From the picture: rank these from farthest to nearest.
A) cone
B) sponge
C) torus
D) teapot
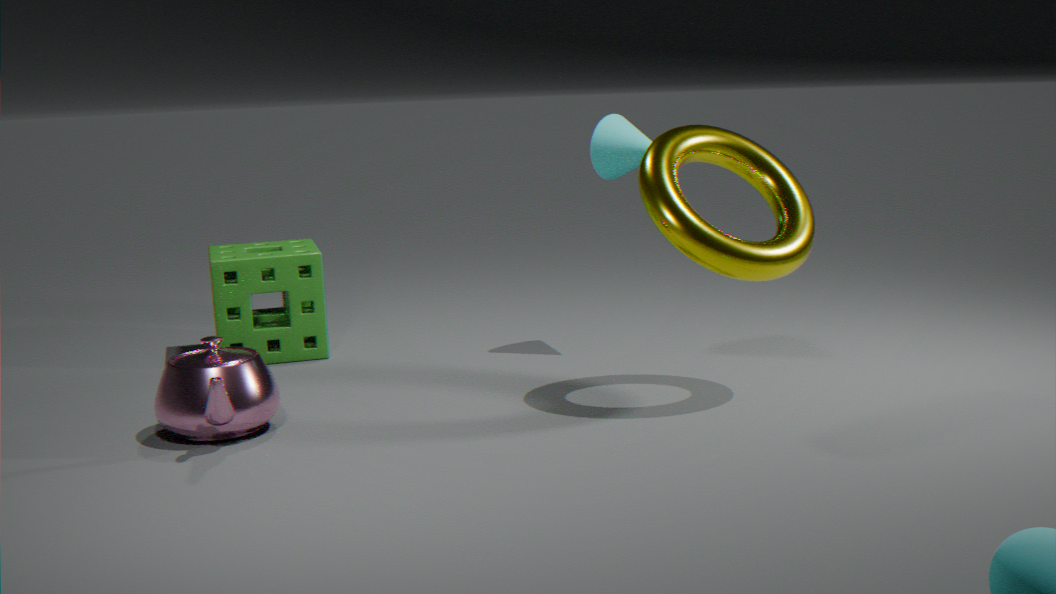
sponge → cone → torus → teapot
